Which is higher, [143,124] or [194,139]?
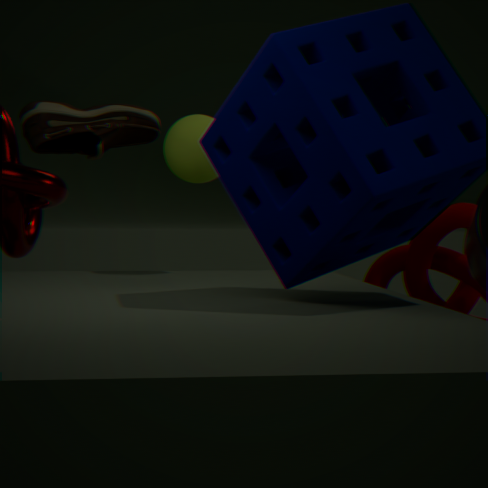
[143,124]
